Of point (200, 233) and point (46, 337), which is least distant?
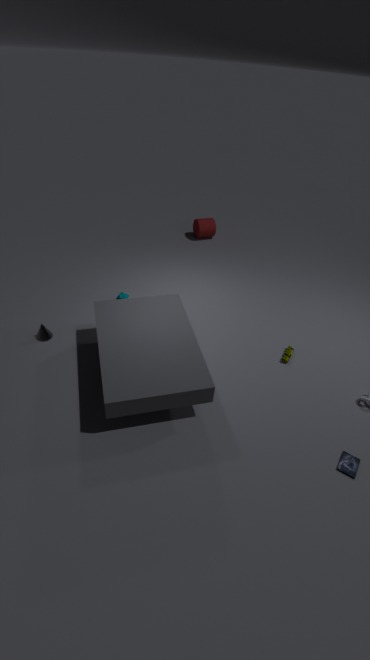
point (46, 337)
